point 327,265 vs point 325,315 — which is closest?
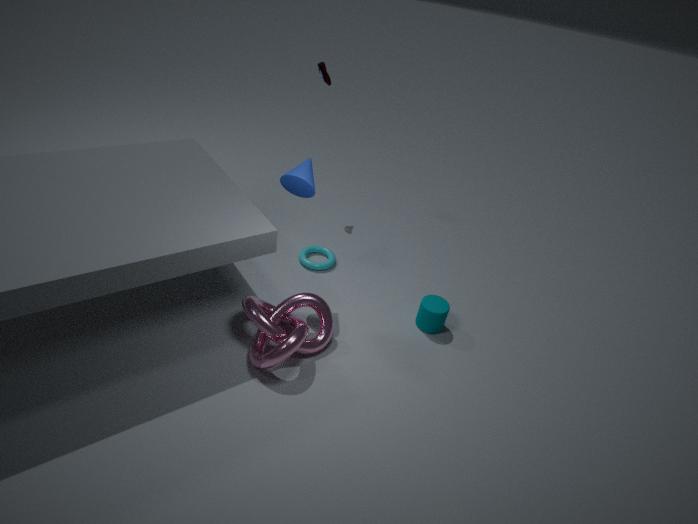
point 325,315
